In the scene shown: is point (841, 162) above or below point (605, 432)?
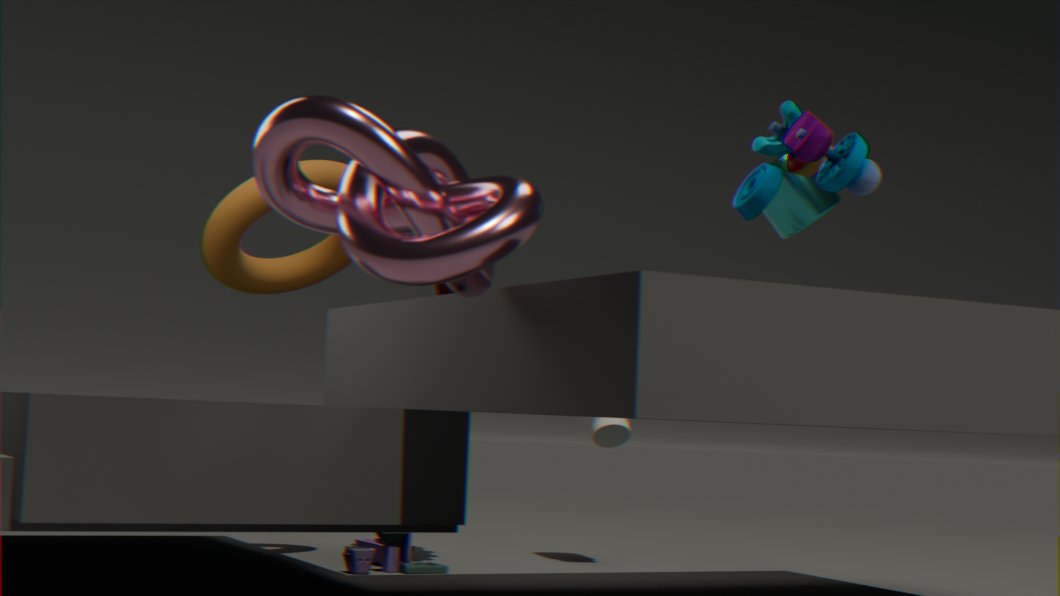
above
